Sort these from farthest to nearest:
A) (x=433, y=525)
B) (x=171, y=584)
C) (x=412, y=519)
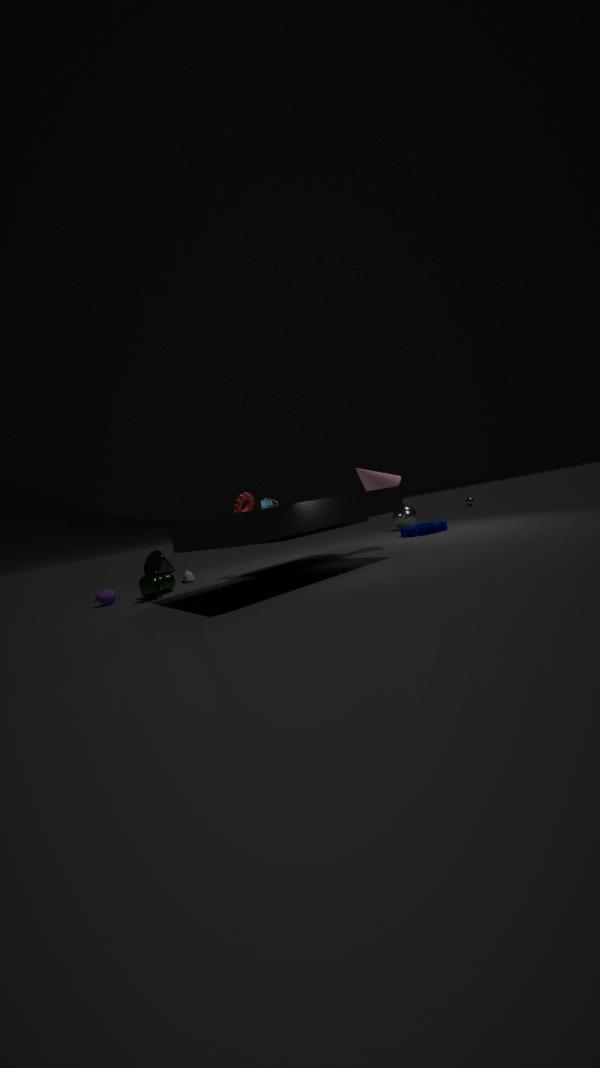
1. (x=412, y=519)
2. (x=433, y=525)
3. (x=171, y=584)
